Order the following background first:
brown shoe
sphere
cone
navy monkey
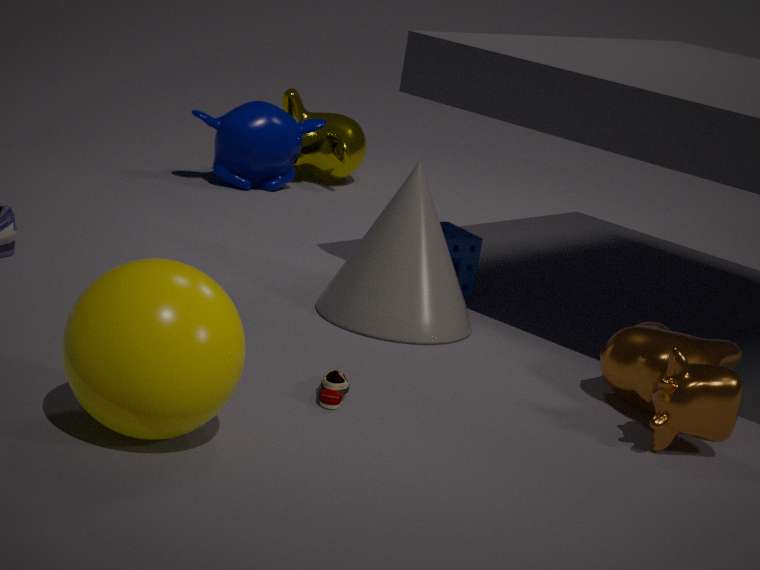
navy monkey → cone → brown shoe → sphere
